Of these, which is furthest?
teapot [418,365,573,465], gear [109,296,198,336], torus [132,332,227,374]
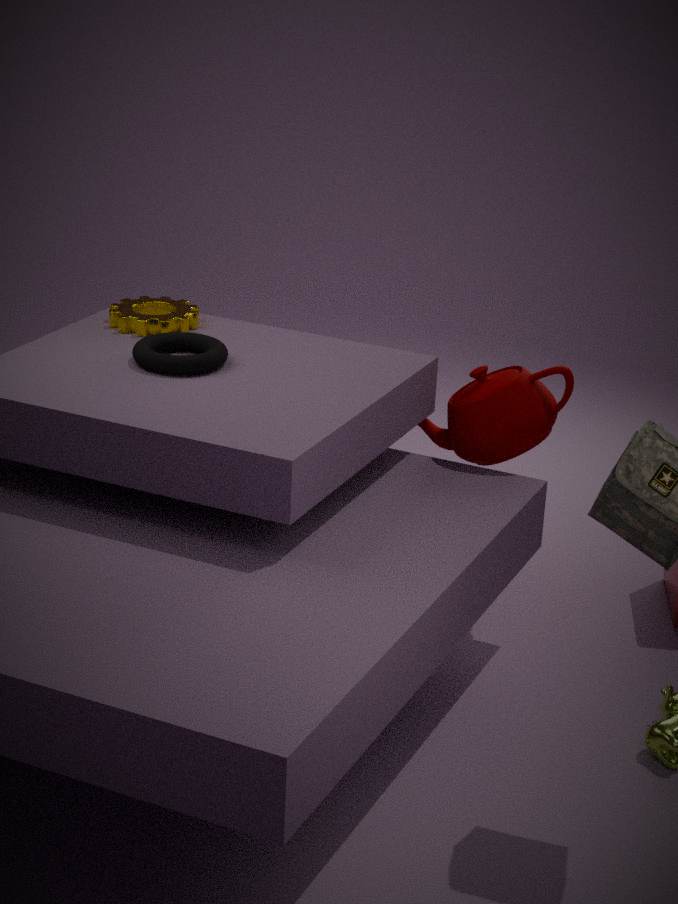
gear [109,296,198,336]
